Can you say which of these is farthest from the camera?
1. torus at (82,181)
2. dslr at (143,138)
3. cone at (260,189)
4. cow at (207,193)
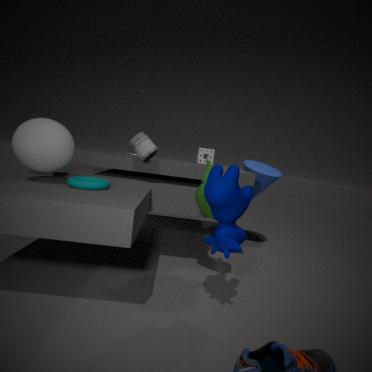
cone at (260,189)
